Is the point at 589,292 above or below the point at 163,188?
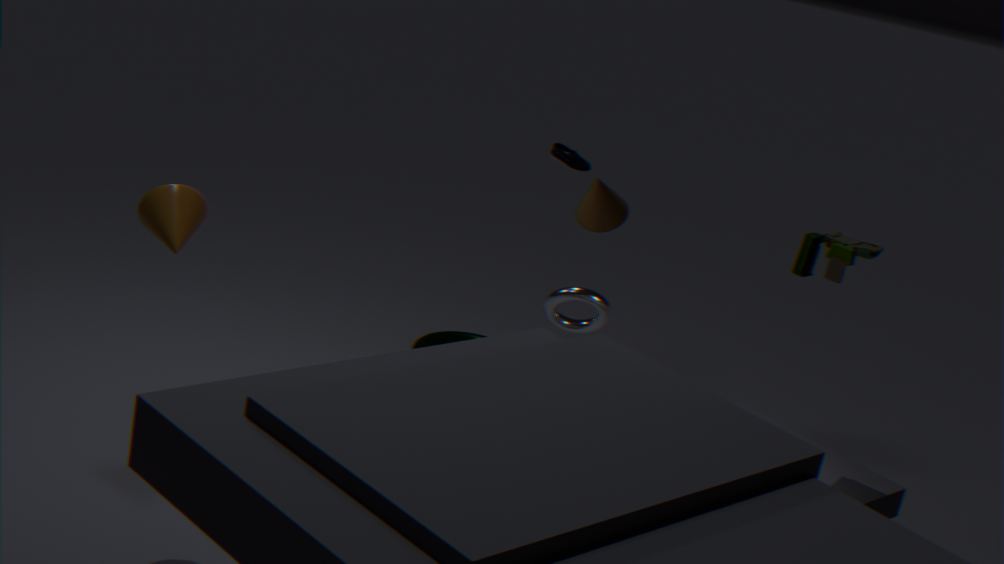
below
